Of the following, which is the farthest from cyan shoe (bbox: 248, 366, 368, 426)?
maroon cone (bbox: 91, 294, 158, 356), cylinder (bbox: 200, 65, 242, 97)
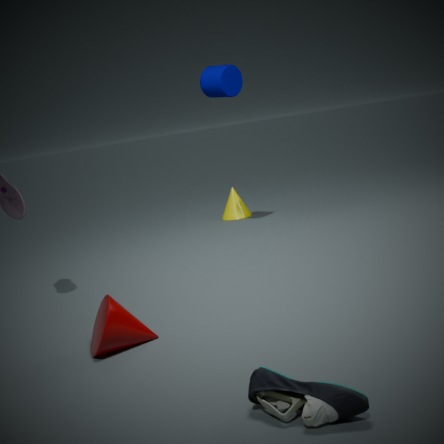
cylinder (bbox: 200, 65, 242, 97)
